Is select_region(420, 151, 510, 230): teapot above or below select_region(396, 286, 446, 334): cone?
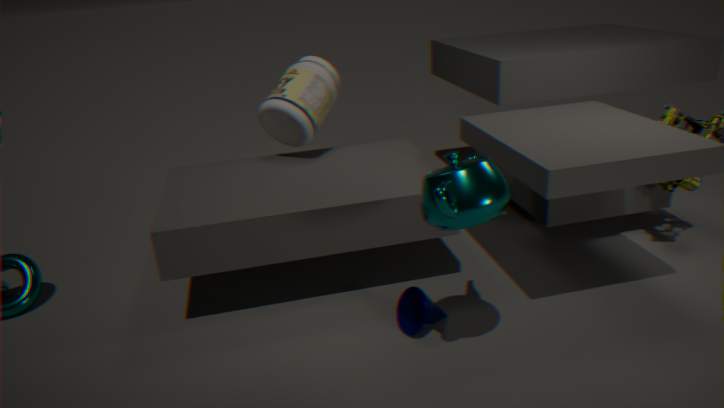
above
